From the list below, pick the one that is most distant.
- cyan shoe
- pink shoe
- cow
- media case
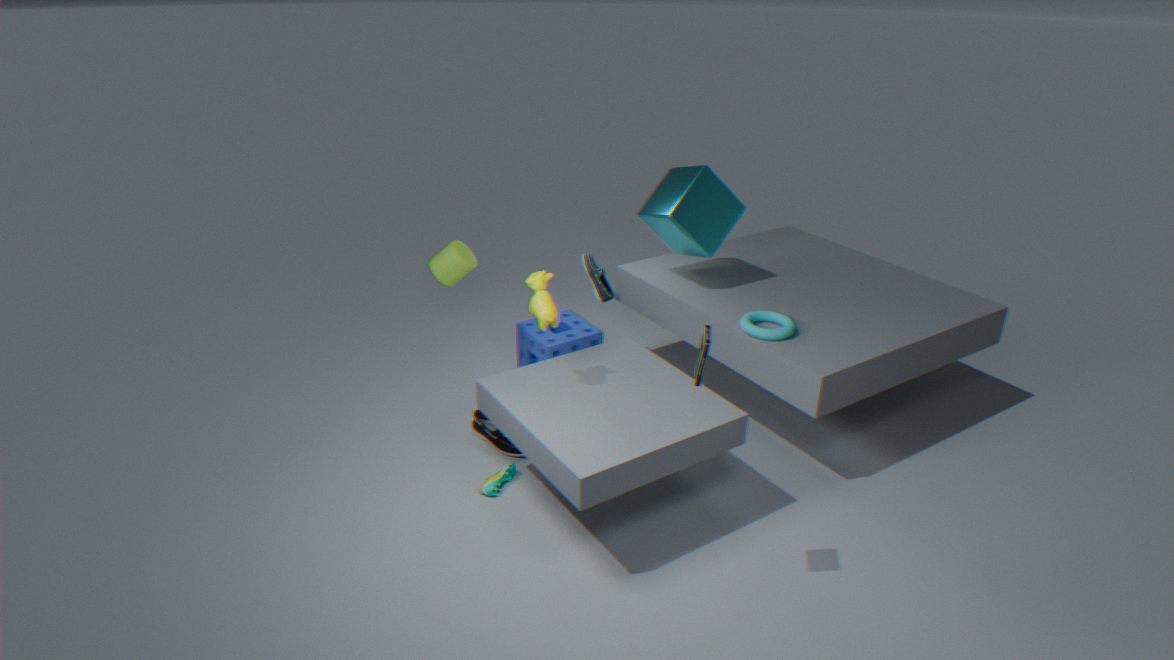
cyan shoe
